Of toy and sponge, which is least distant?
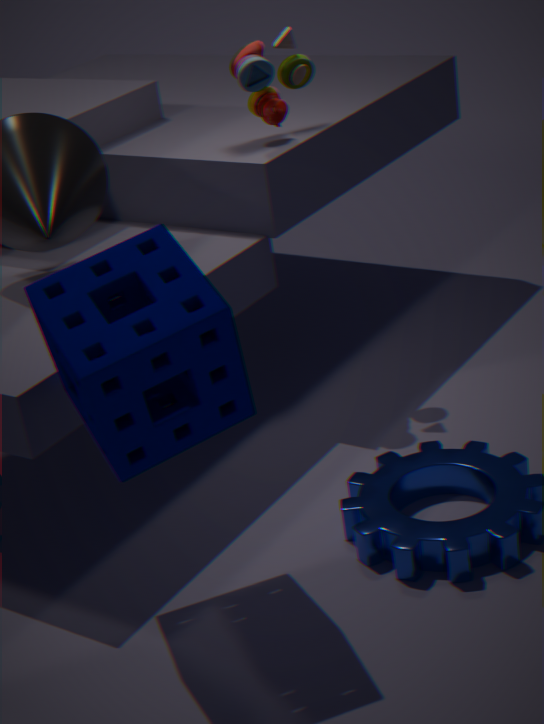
sponge
